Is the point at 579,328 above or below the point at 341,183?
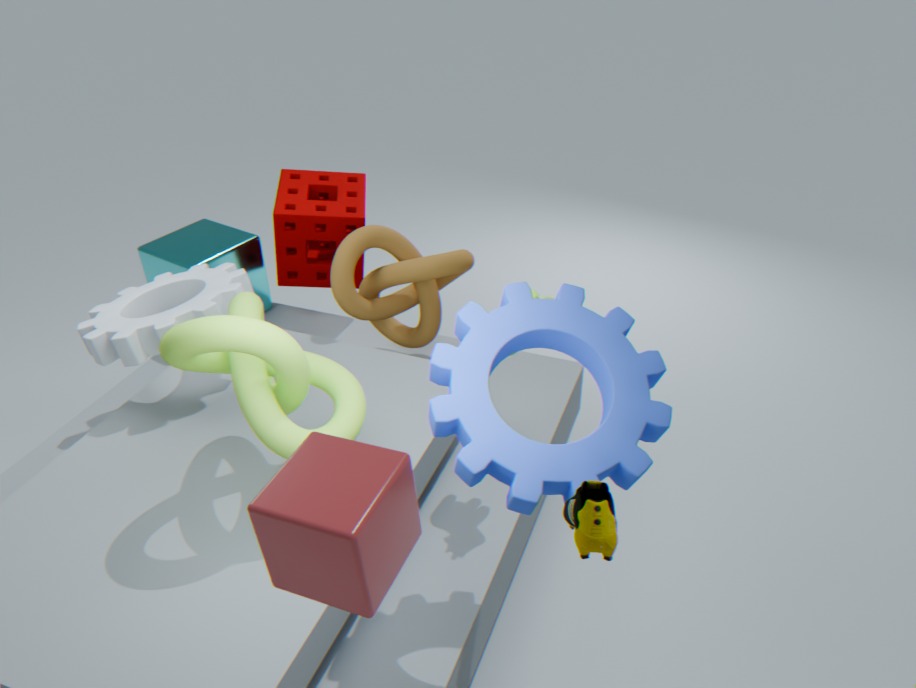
above
